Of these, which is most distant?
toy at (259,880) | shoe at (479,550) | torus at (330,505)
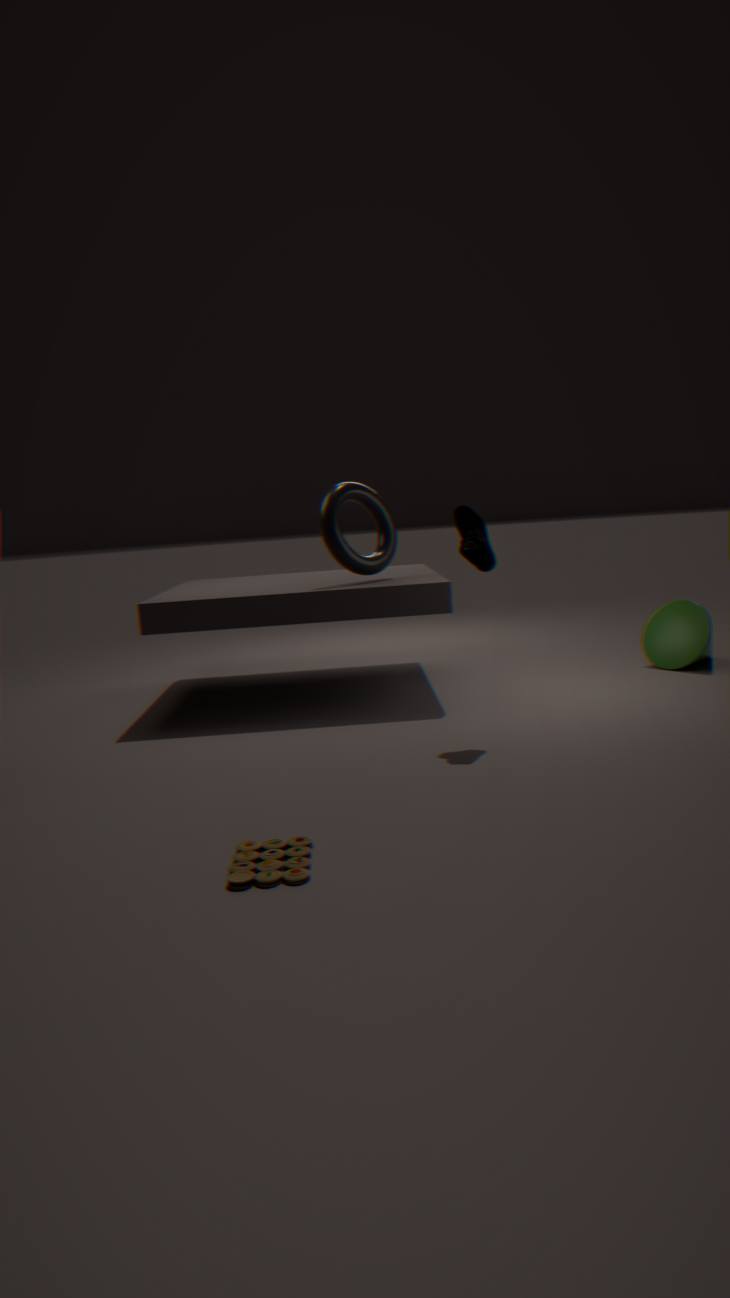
torus at (330,505)
